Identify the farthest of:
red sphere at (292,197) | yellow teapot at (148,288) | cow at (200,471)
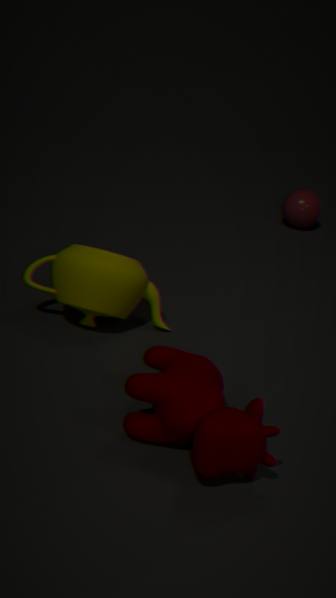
red sphere at (292,197)
